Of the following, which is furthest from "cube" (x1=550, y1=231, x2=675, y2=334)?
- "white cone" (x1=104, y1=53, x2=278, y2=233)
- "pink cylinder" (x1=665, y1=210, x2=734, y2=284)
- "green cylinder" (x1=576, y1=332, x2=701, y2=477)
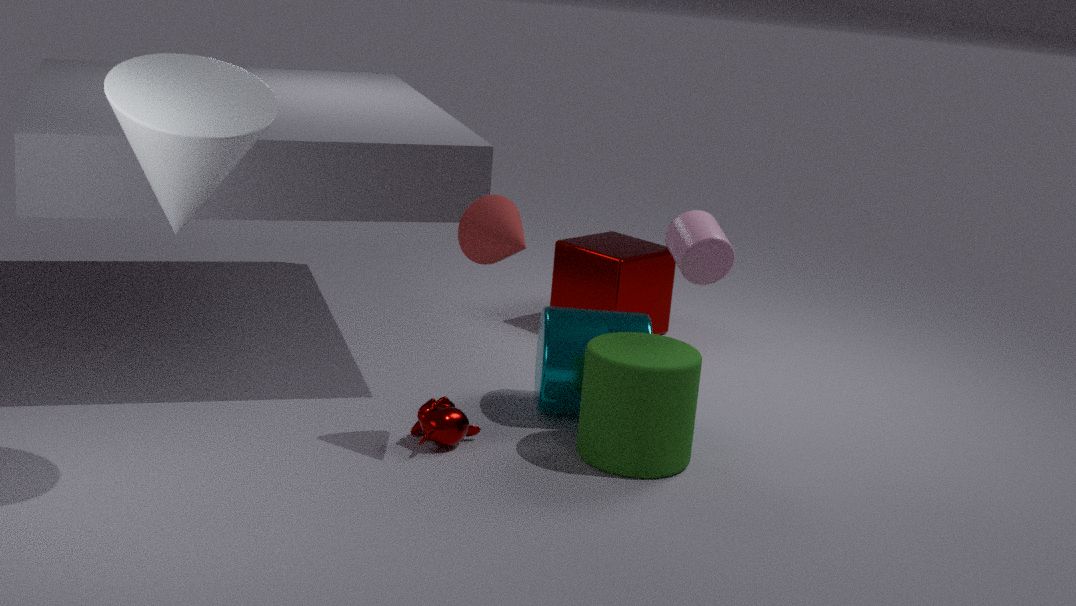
"white cone" (x1=104, y1=53, x2=278, y2=233)
